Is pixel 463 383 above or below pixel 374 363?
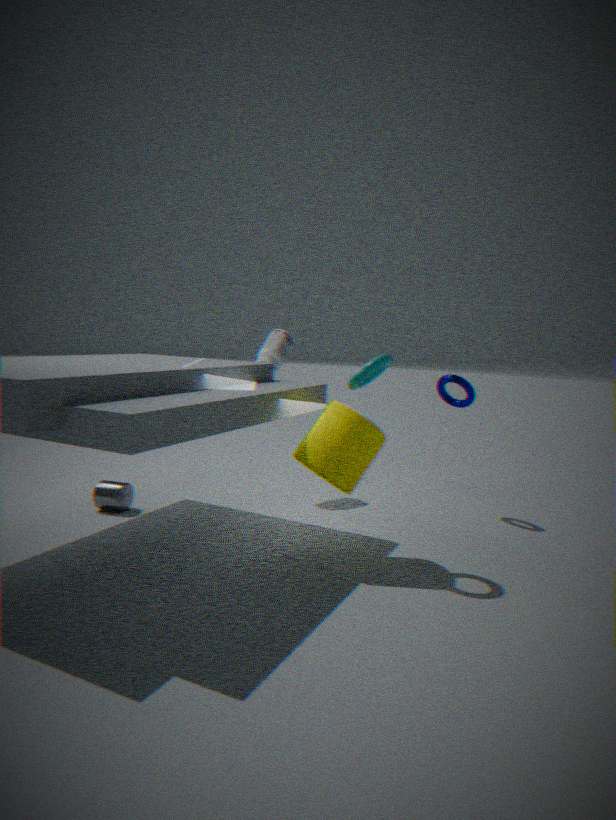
below
